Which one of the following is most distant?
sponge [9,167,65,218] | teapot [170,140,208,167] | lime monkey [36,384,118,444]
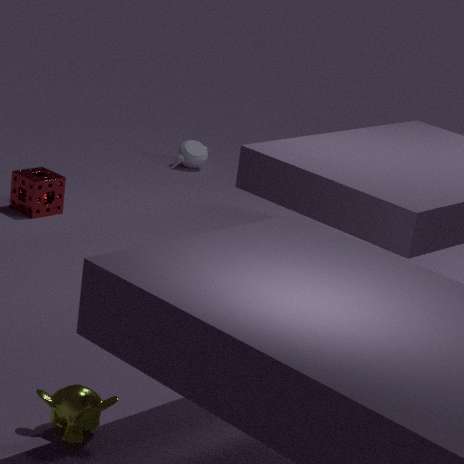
teapot [170,140,208,167]
